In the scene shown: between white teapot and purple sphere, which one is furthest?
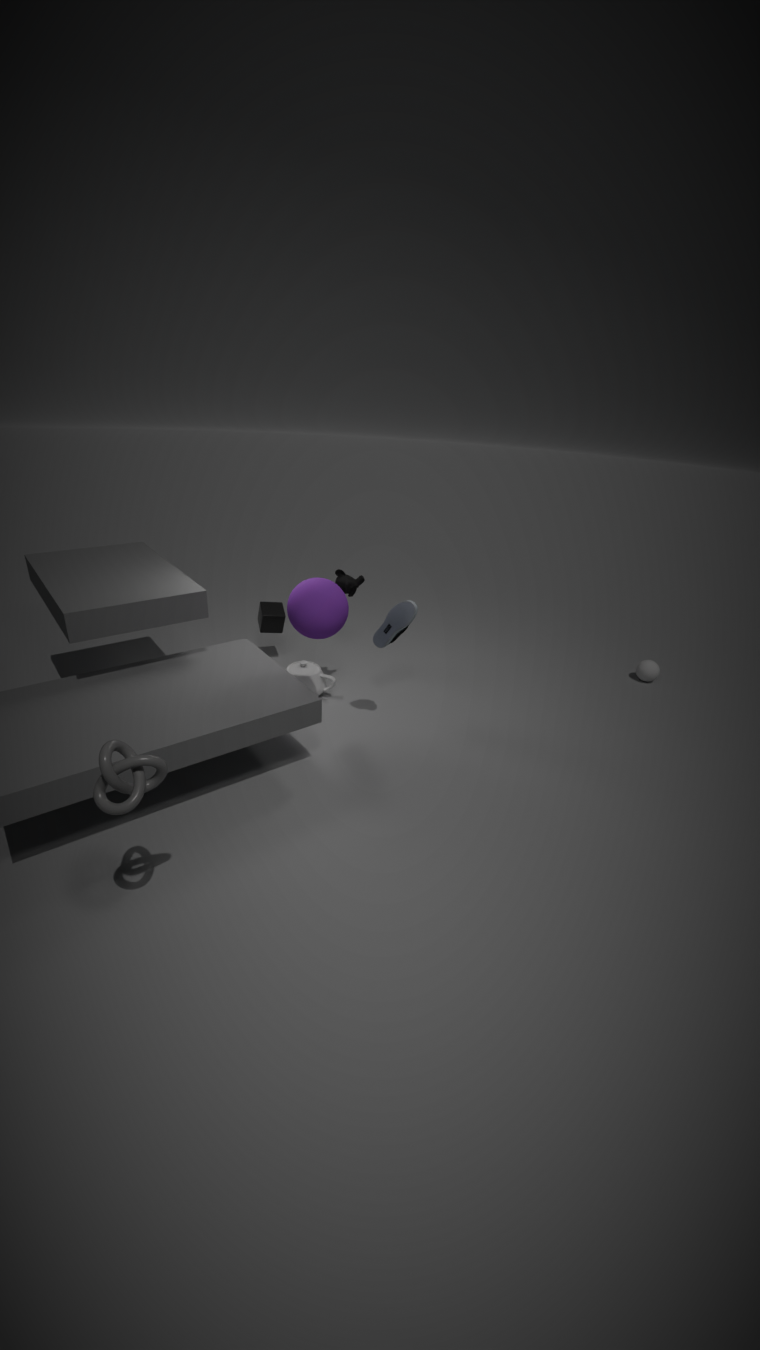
white teapot
